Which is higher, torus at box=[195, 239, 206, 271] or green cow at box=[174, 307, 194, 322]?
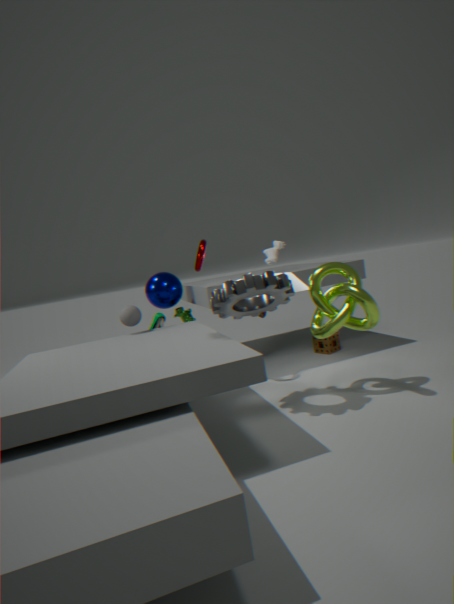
torus at box=[195, 239, 206, 271]
